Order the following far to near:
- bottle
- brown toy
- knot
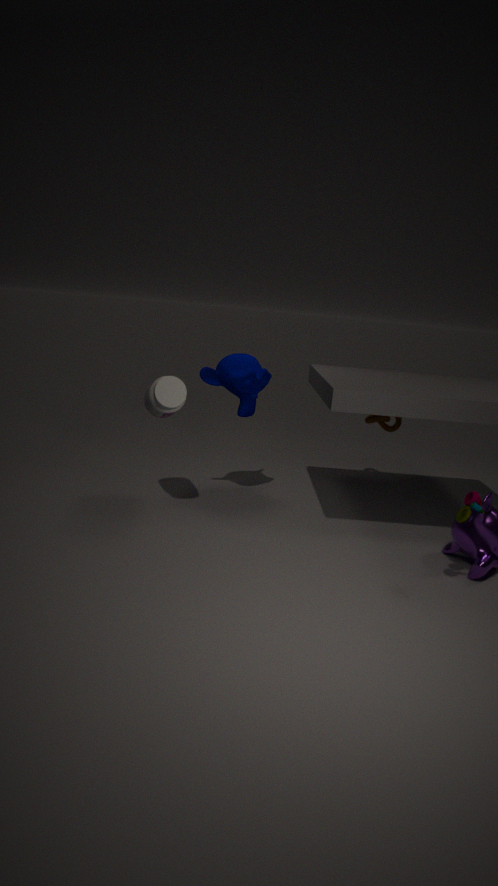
knot → bottle → brown toy
